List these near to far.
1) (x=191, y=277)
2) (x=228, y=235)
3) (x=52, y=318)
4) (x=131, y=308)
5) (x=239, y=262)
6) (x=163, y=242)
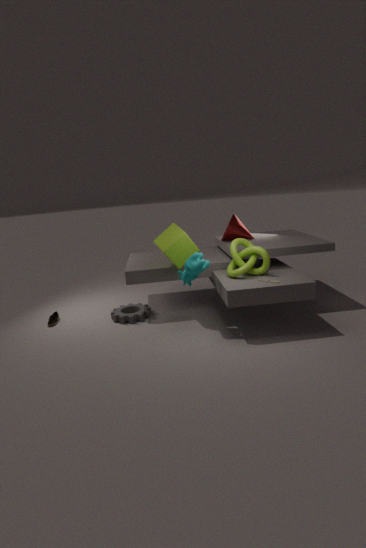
1. (x=191, y=277) → 5. (x=239, y=262) → 6. (x=163, y=242) → 3. (x=52, y=318) → 4. (x=131, y=308) → 2. (x=228, y=235)
